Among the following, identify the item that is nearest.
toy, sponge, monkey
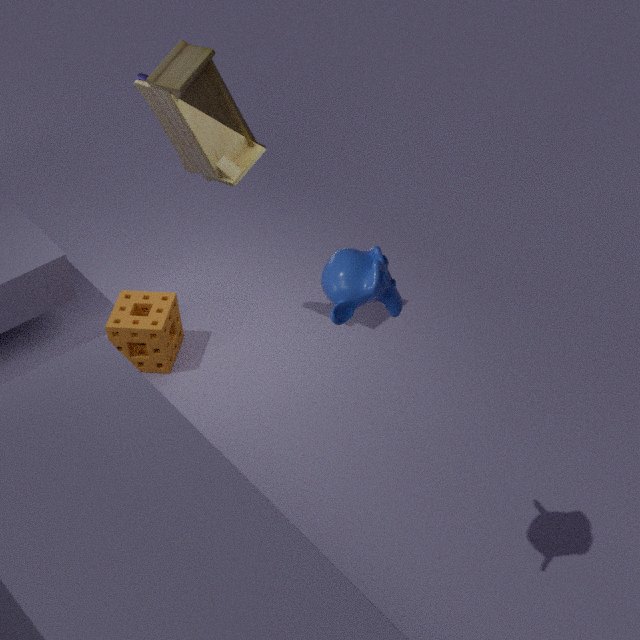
monkey
